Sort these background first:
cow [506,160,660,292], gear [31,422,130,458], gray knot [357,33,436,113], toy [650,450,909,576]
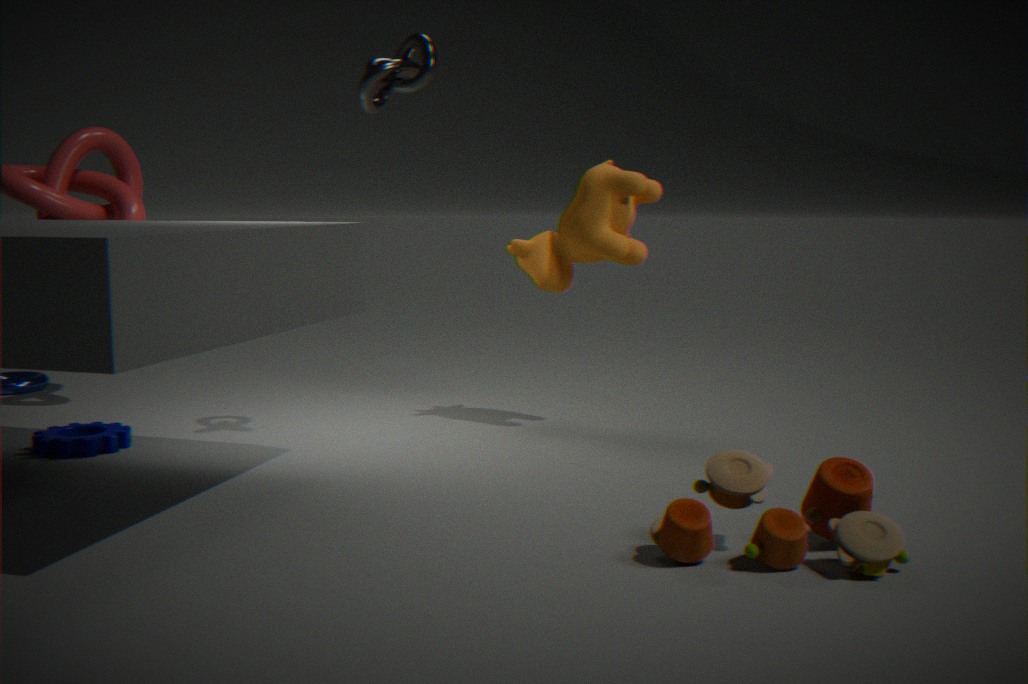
cow [506,160,660,292]
gear [31,422,130,458]
gray knot [357,33,436,113]
toy [650,450,909,576]
